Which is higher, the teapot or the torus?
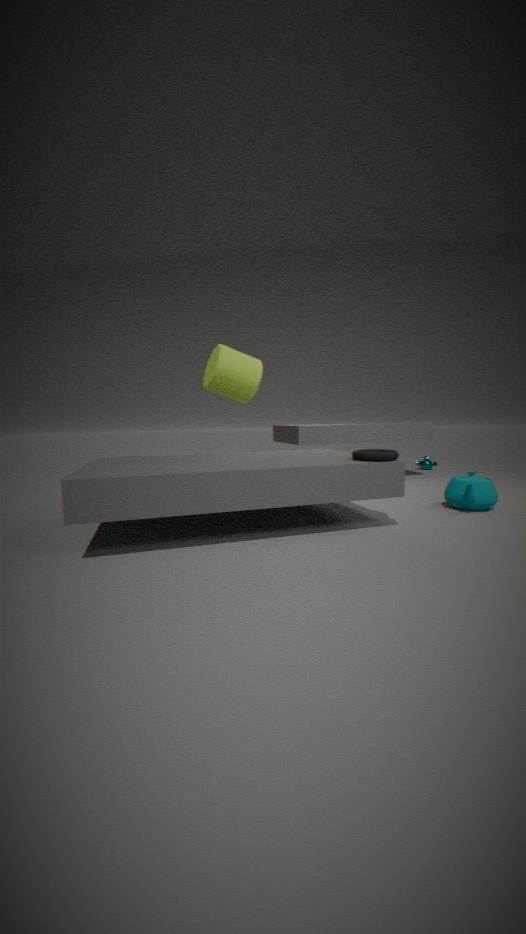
the torus
